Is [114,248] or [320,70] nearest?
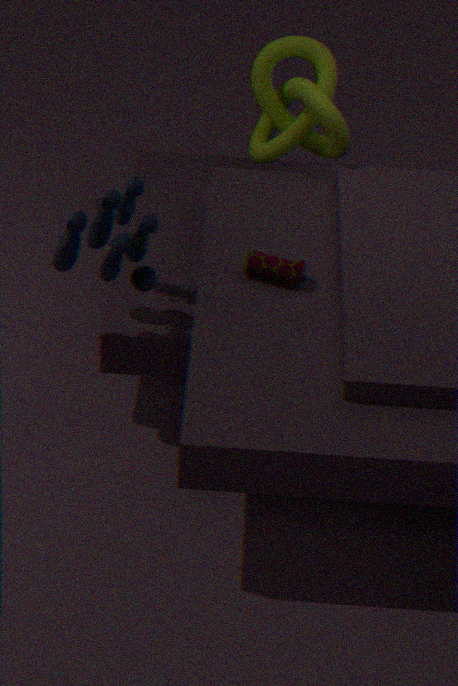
[114,248]
